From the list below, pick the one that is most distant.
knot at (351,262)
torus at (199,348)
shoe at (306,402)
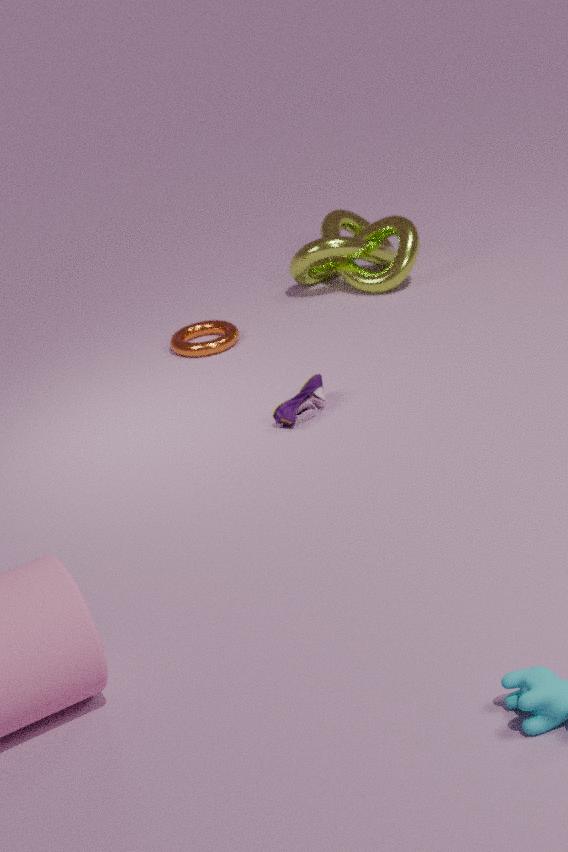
knot at (351,262)
